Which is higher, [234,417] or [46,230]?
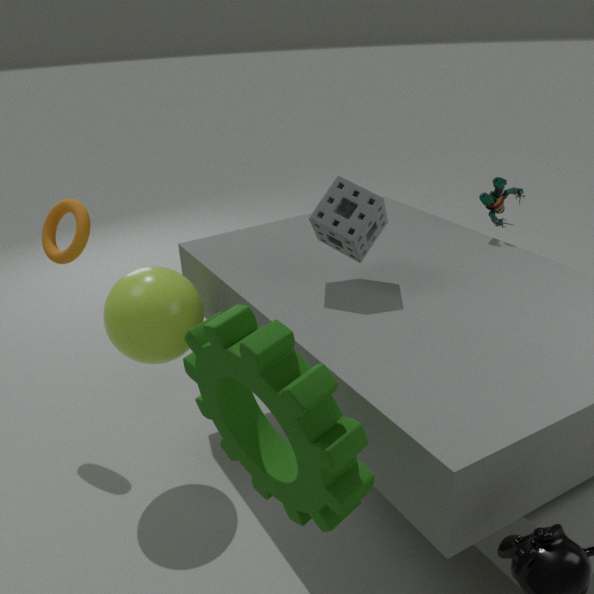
[46,230]
